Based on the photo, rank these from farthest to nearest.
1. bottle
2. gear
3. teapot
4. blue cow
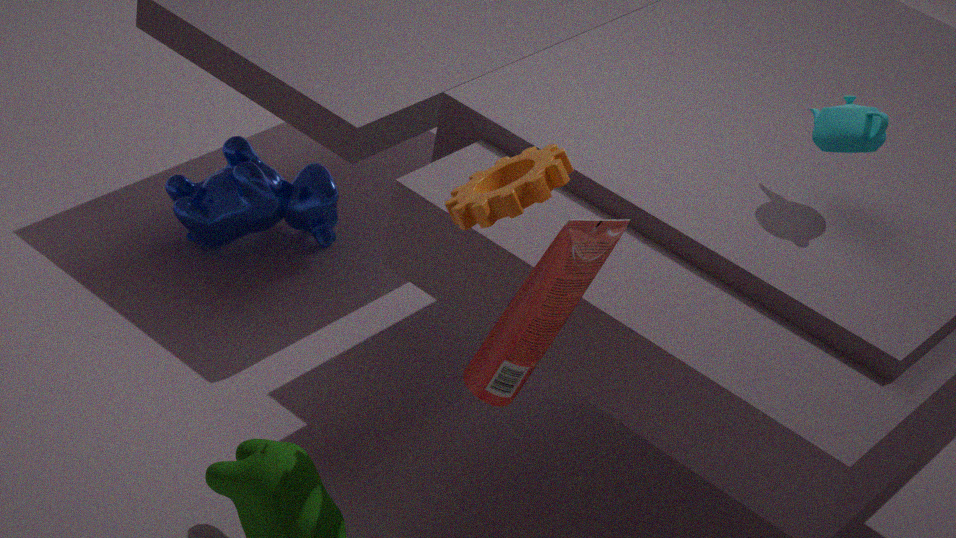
1. blue cow
2. teapot
3. gear
4. bottle
